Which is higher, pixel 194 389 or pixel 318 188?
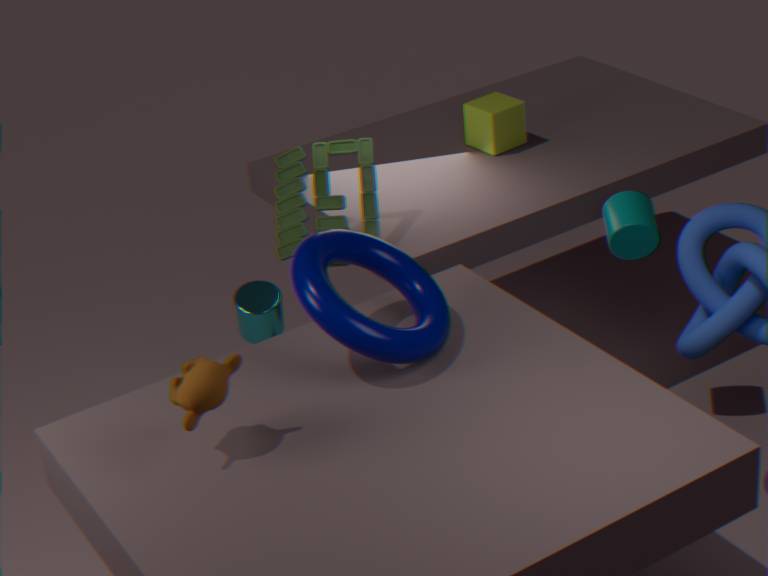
pixel 194 389
